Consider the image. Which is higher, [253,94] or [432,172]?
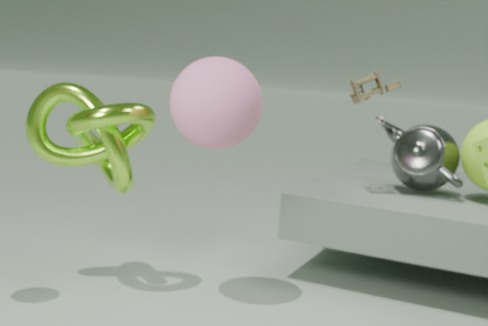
[253,94]
